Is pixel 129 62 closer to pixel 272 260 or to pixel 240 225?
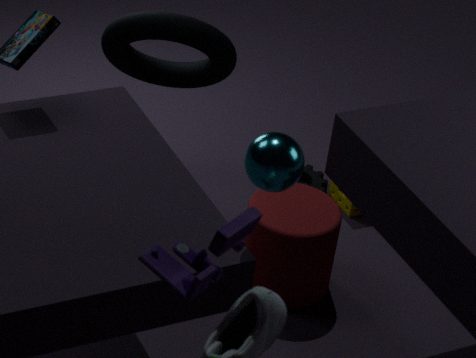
pixel 272 260
